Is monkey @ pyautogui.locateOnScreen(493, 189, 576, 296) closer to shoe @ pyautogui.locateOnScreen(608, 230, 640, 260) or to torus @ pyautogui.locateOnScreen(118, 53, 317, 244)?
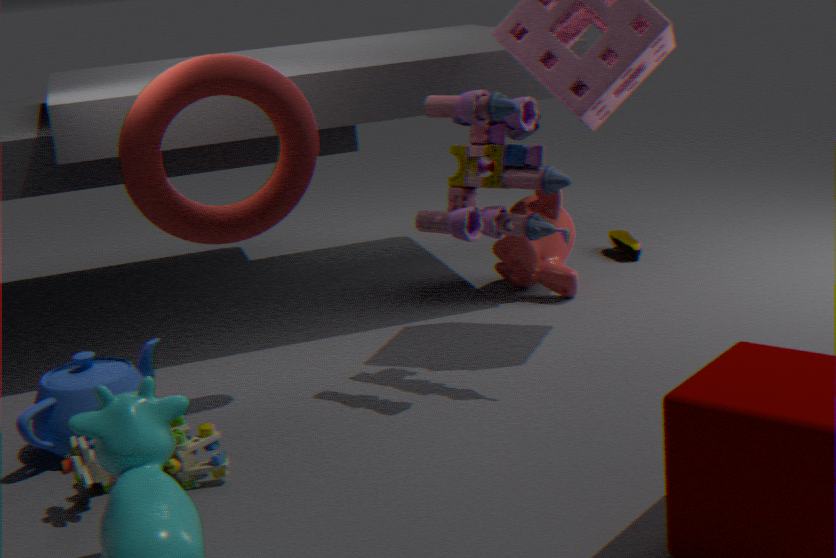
shoe @ pyautogui.locateOnScreen(608, 230, 640, 260)
